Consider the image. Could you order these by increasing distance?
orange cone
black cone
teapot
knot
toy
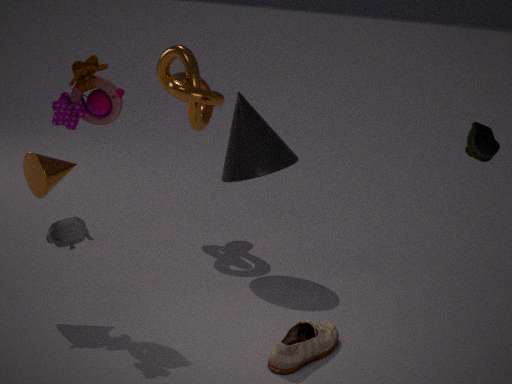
1. teapot
2. toy
3. orange cone
4. black cone
5. knot
